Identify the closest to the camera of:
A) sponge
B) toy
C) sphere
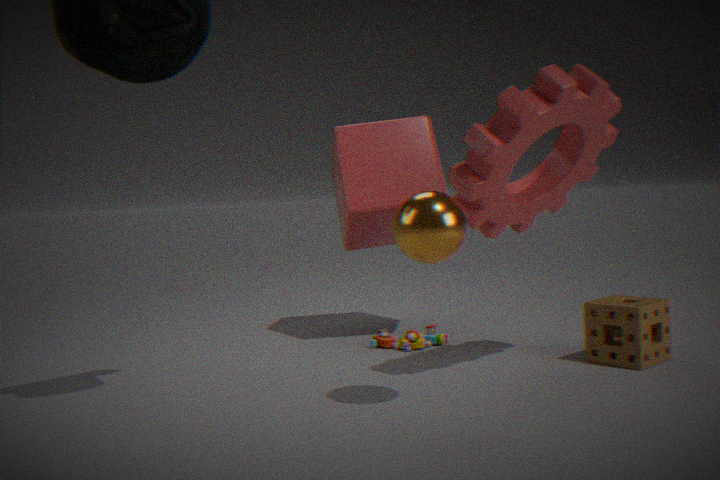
sphere
